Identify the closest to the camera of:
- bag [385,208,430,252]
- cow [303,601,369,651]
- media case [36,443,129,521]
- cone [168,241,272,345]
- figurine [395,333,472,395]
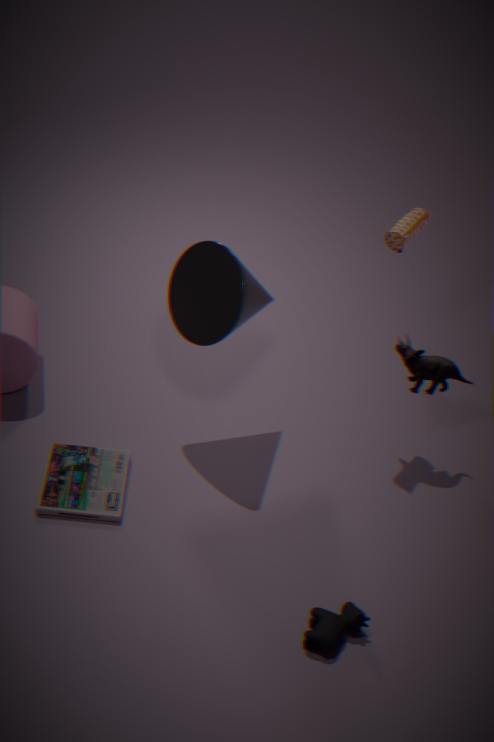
cow [303,601,369,651]
